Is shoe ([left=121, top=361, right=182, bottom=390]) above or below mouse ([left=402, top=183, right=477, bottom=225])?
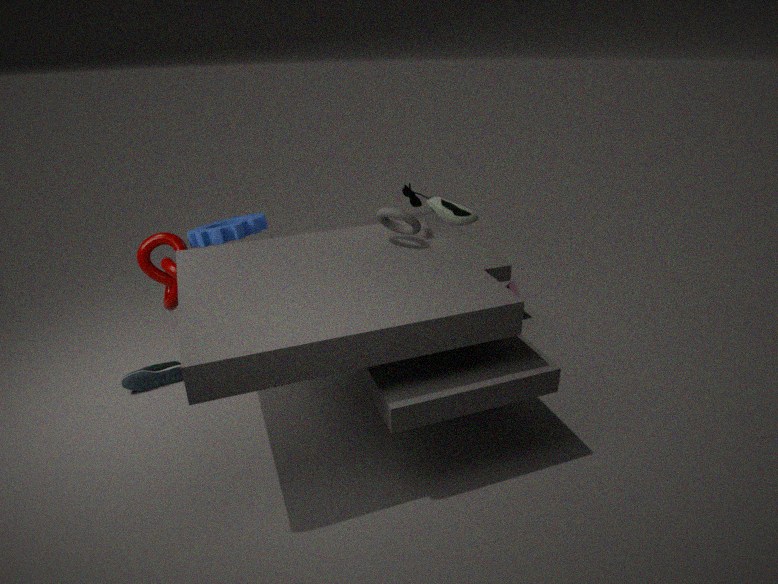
below
